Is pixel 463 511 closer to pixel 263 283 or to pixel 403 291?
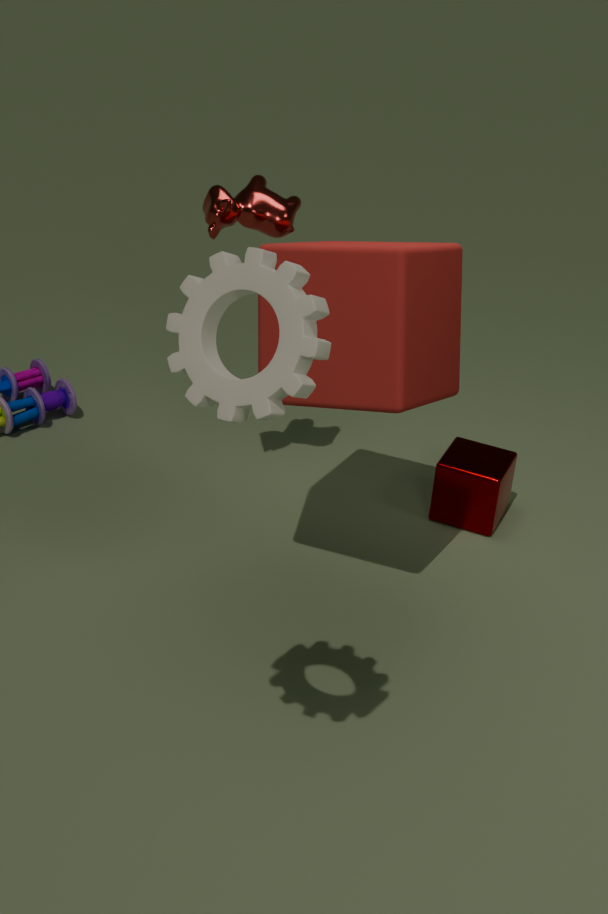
pixel 403 291
